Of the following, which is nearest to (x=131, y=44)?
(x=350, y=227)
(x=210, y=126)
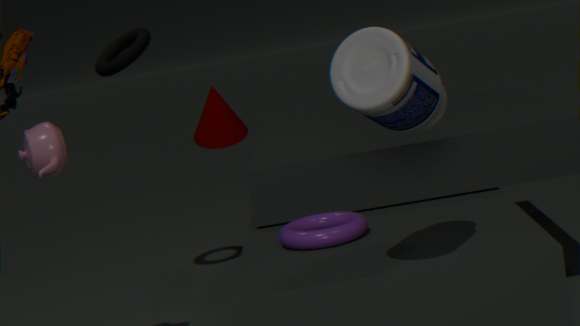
(x=210, y=126)
